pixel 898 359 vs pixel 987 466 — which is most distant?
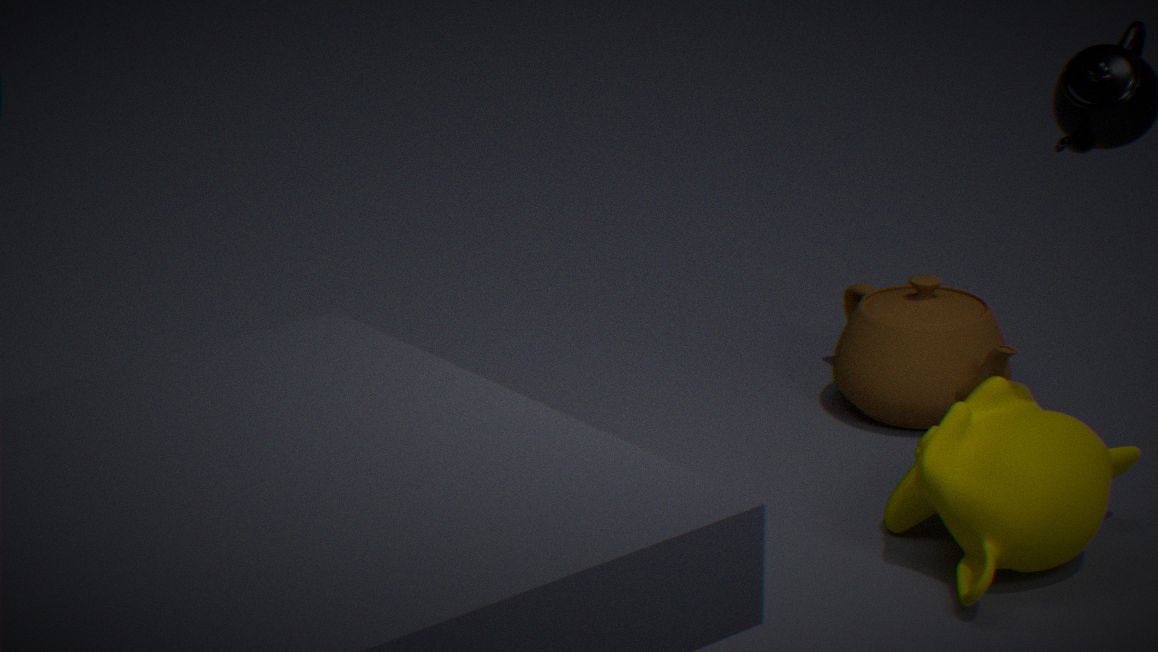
pixel 898 359
